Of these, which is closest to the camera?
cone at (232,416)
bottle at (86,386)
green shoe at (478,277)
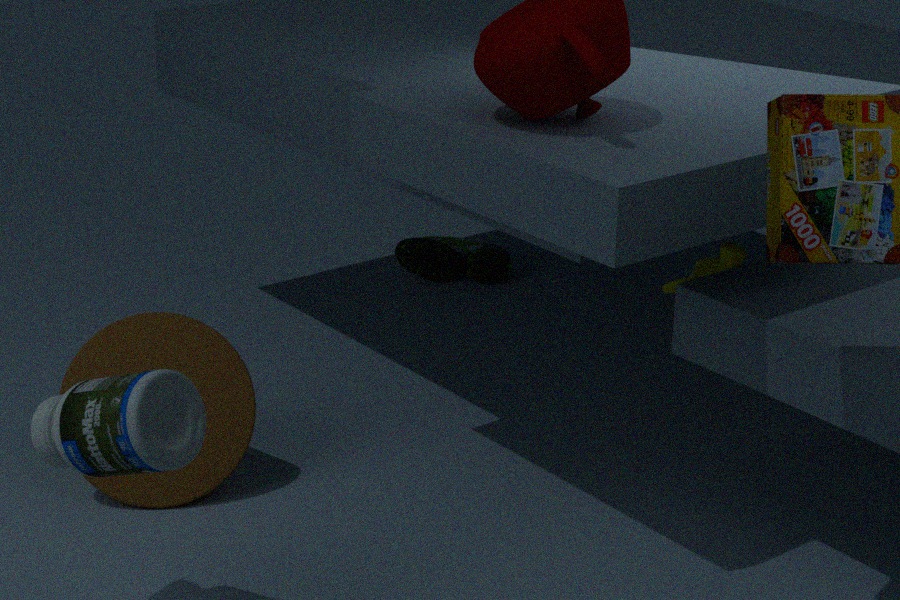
bottle at (86,386)
